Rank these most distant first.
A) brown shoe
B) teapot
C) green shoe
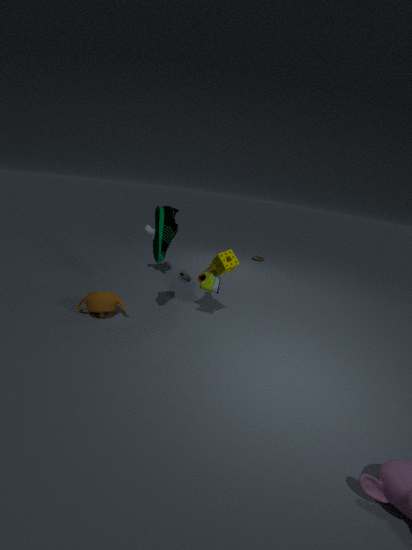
brown shoe
teapot
green shoe
